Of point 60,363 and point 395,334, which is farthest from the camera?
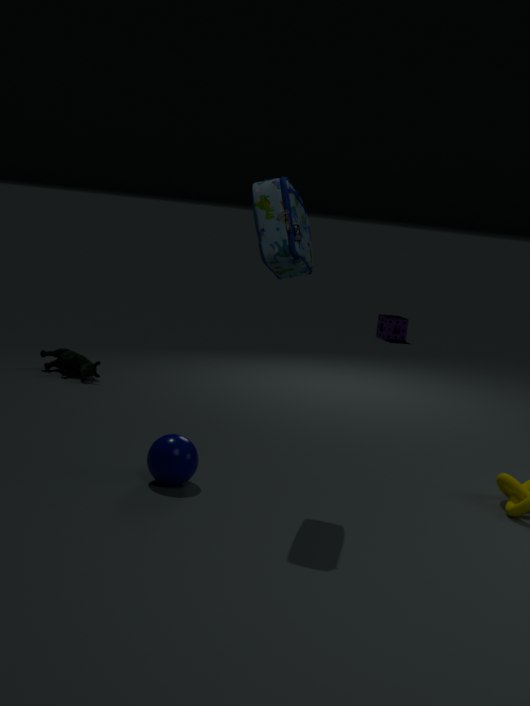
point 395,334
